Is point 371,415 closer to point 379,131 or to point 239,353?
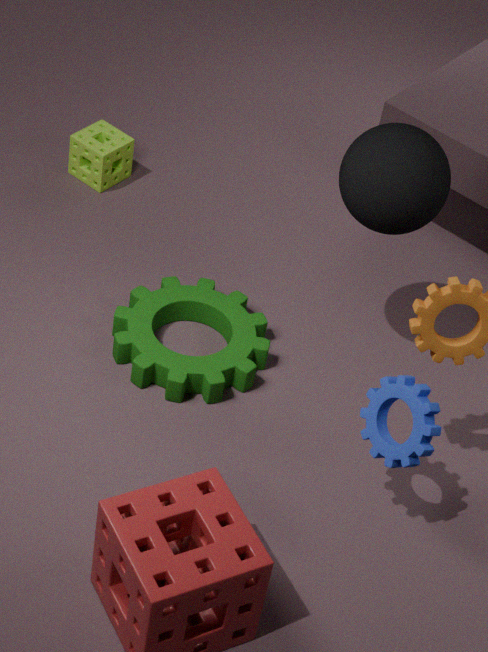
point 379,131
